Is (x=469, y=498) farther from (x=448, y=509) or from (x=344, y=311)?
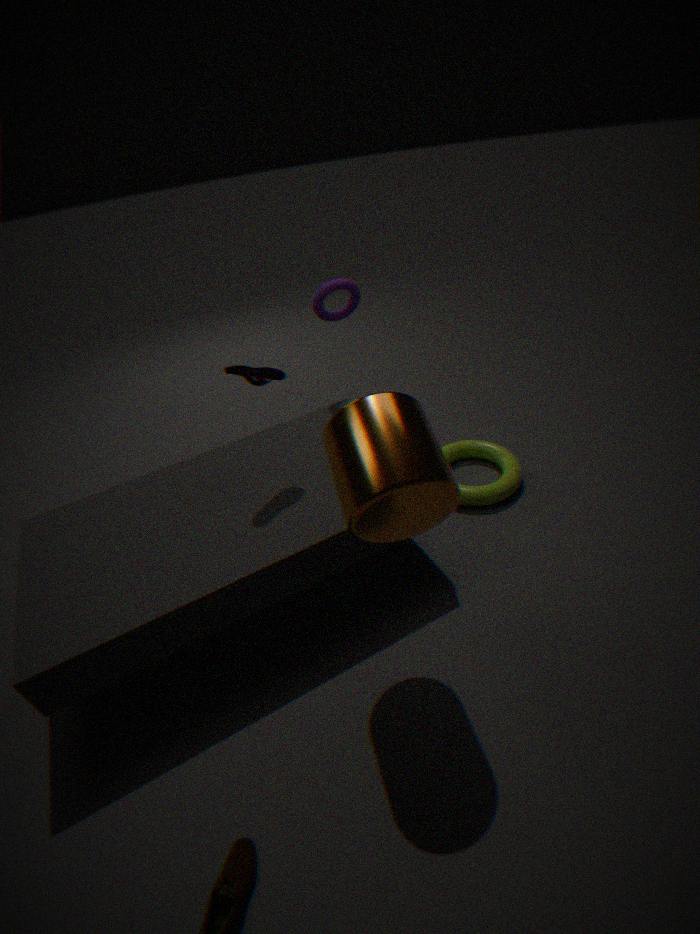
(x=448, y=509)
